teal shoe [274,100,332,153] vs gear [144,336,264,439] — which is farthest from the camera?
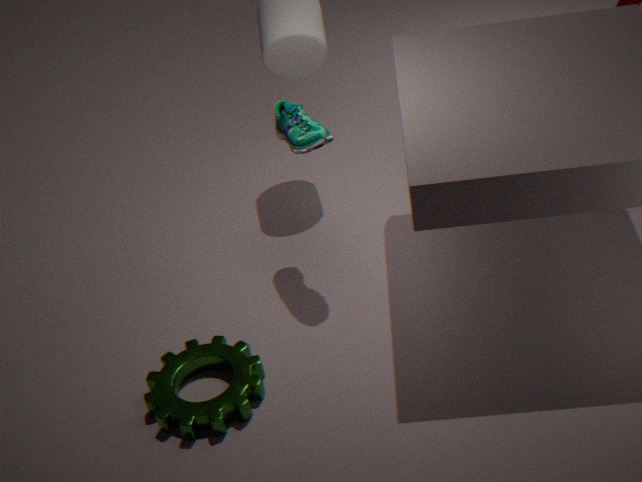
teal shoe [274,100,332,153]
